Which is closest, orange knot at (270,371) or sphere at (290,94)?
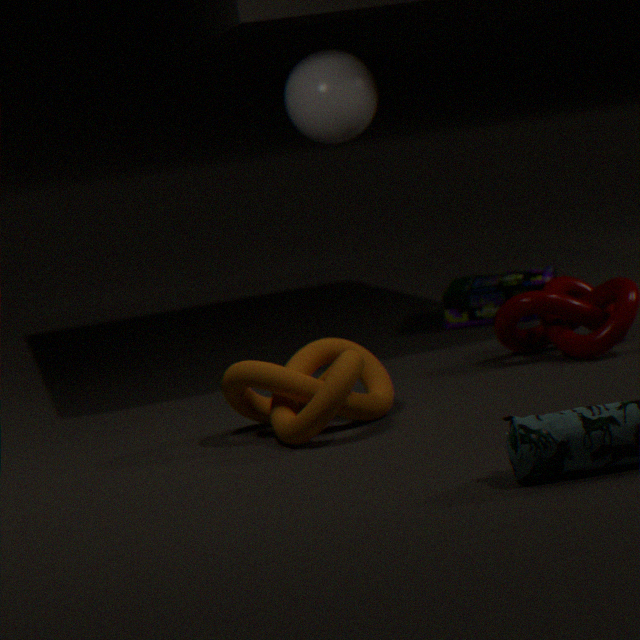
orange knot at (270,371)
